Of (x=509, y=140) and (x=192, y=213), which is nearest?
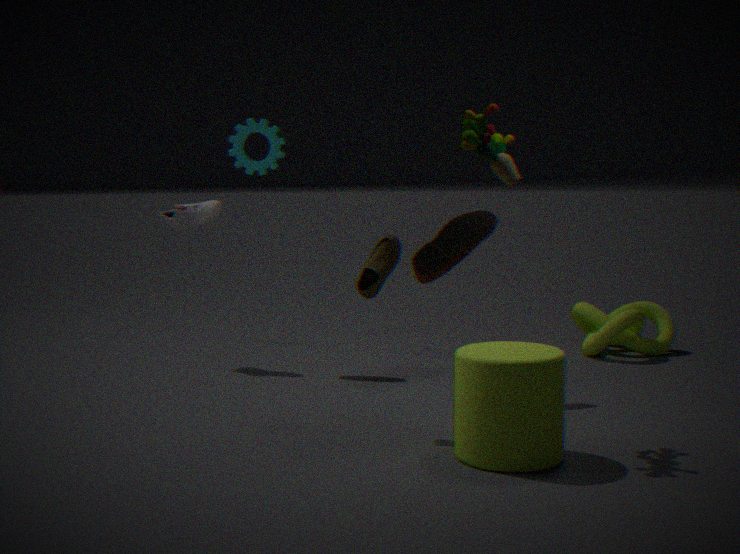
(x=509, y=140)
